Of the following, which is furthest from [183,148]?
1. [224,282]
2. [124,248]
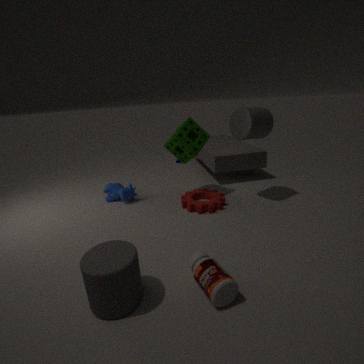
[124,248]
